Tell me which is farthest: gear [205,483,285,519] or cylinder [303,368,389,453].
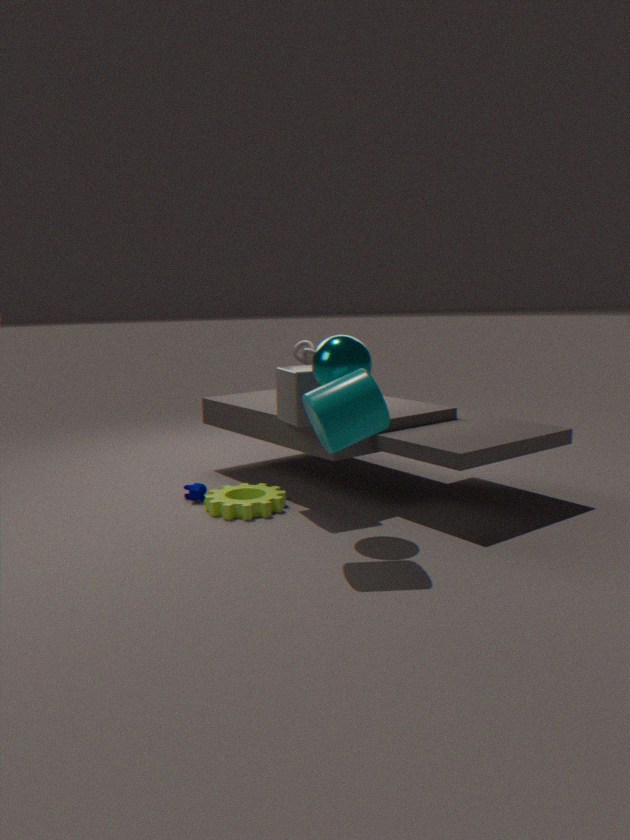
gear [205,483,285,519]
